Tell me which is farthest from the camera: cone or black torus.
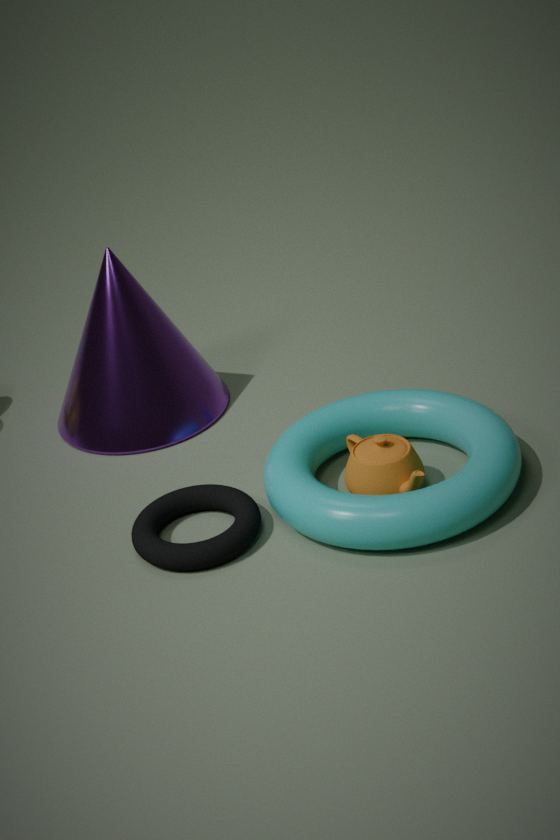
cone
